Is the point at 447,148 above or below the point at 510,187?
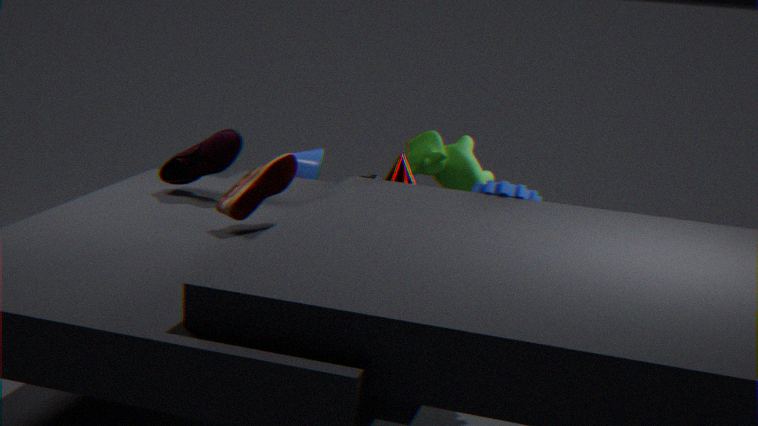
below
